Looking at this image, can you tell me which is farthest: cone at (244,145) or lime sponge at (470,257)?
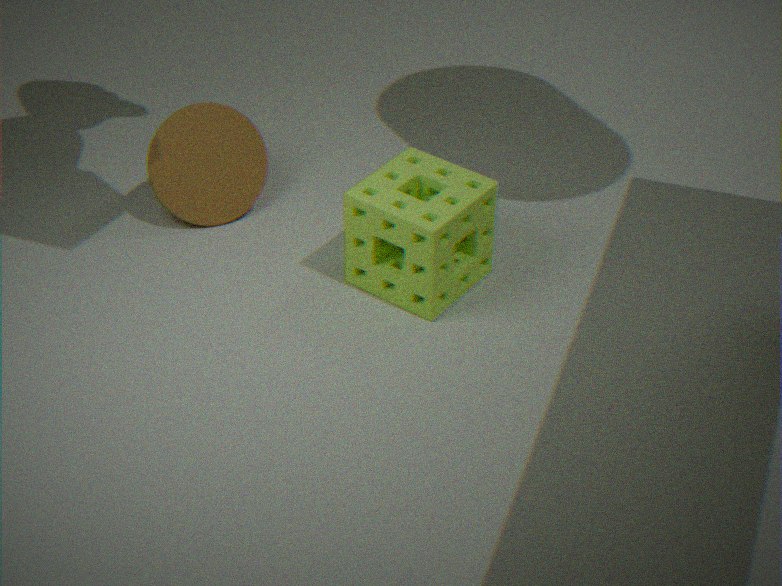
cone at (244,145)
